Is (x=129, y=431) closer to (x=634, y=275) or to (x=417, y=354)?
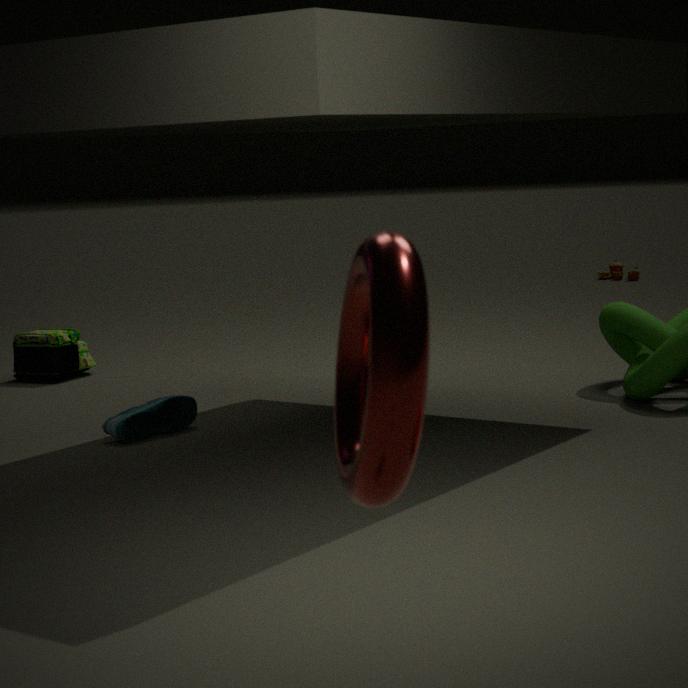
(x=417, y=354)
